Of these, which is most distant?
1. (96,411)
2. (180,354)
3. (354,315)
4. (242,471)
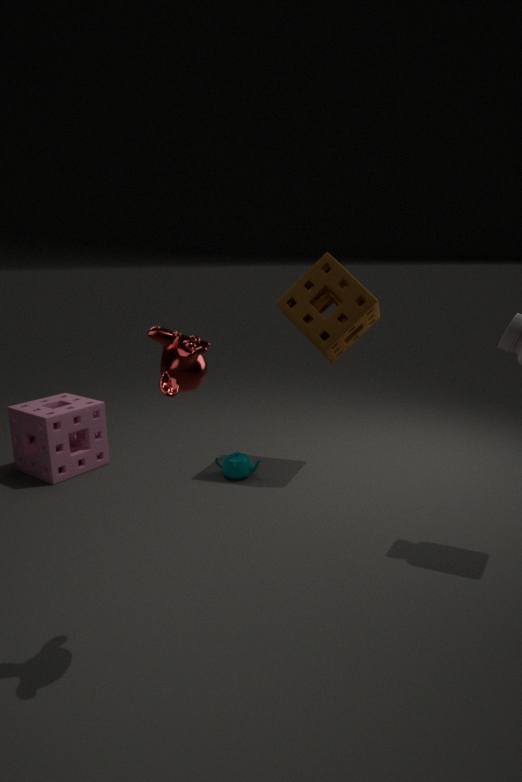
(96,411)
